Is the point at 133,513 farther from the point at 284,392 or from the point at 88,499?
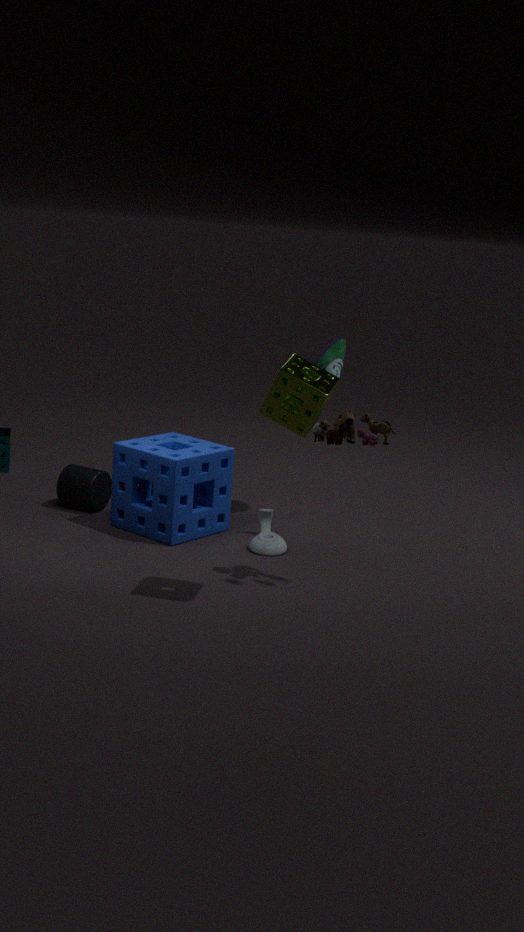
the point at 284,392
